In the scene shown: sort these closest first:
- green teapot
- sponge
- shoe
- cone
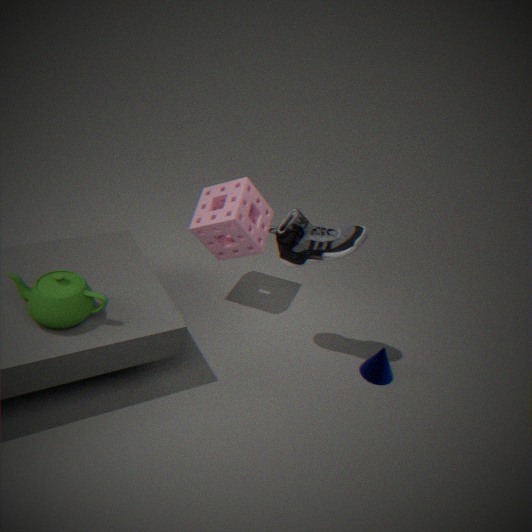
green teapot
shoe
cone
sponge
